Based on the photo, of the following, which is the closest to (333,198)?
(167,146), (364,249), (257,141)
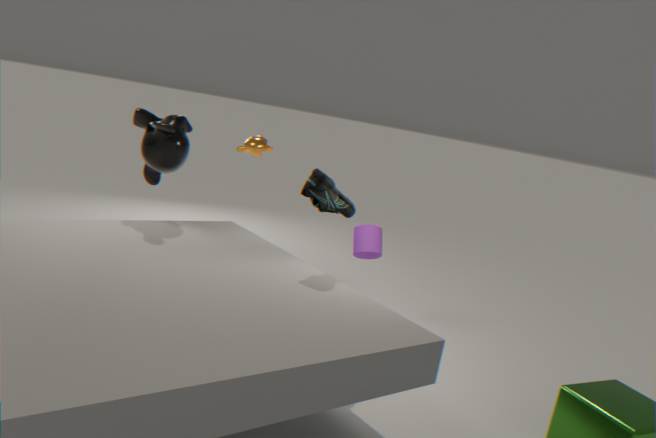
(364,249)
